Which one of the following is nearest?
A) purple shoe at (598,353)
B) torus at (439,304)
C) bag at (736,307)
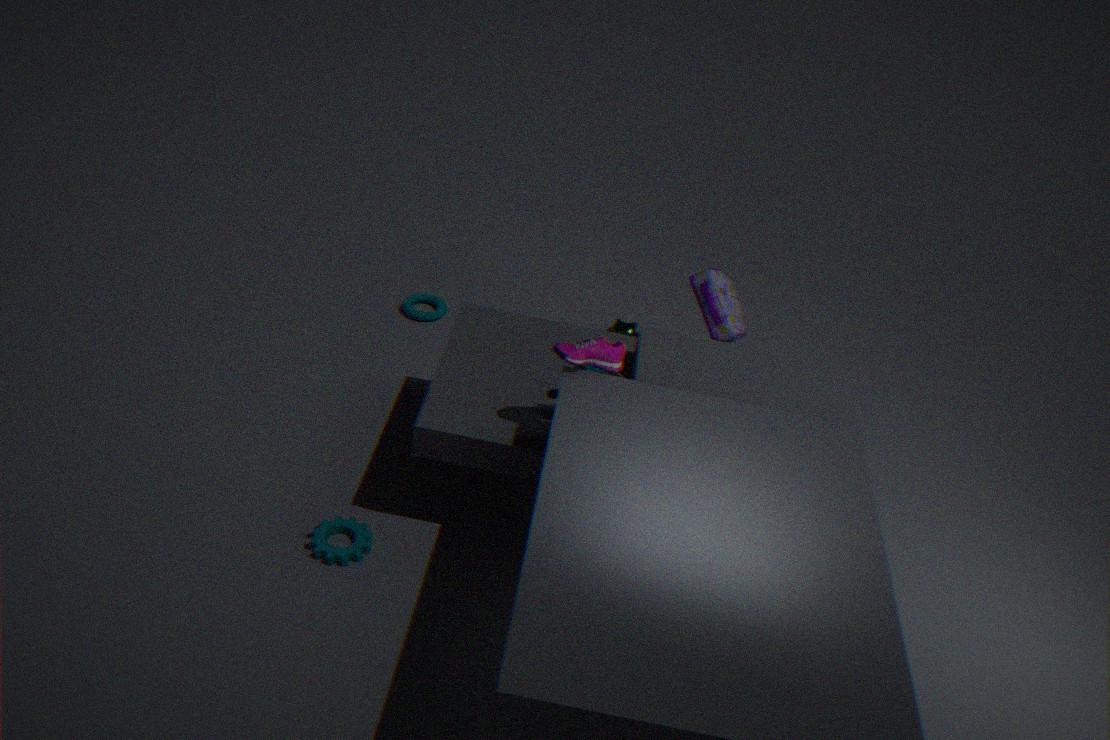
purple shoe at (598,353)
